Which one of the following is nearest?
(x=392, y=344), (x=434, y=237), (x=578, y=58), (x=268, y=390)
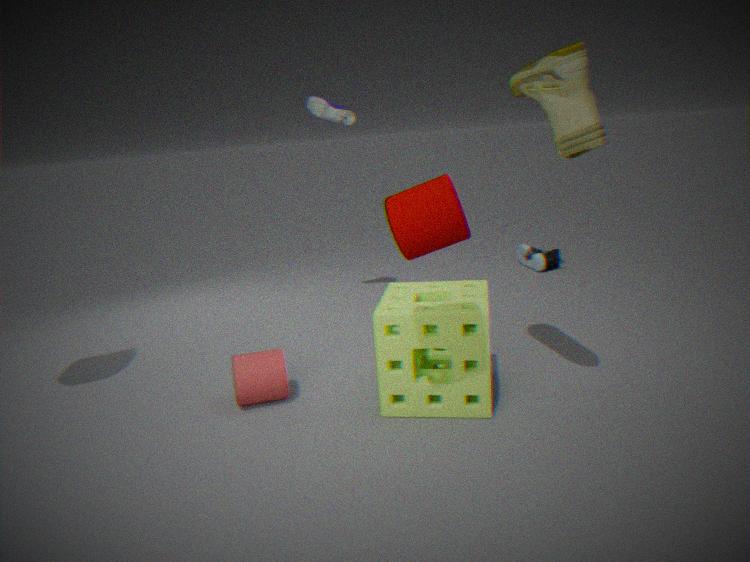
(x=434, y=237)
